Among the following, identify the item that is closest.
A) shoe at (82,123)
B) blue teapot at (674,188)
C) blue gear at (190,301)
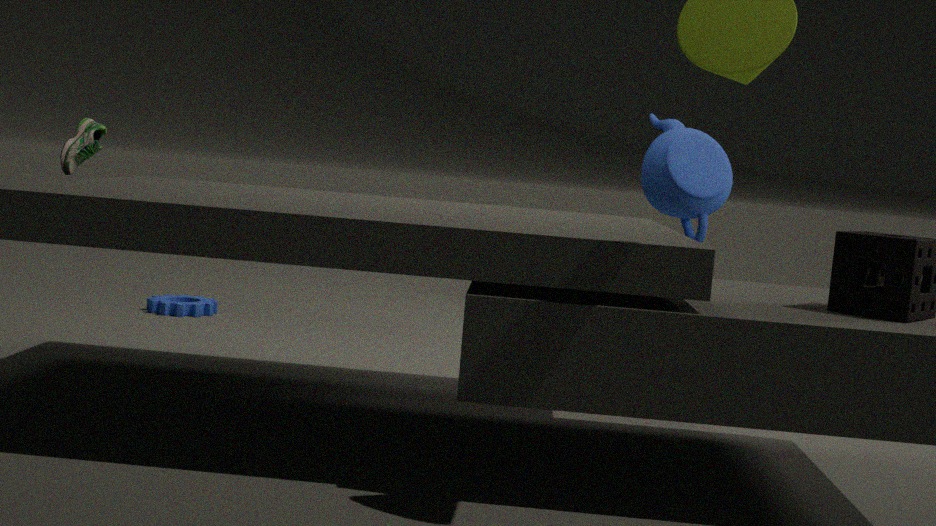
shoe at (82,123)
